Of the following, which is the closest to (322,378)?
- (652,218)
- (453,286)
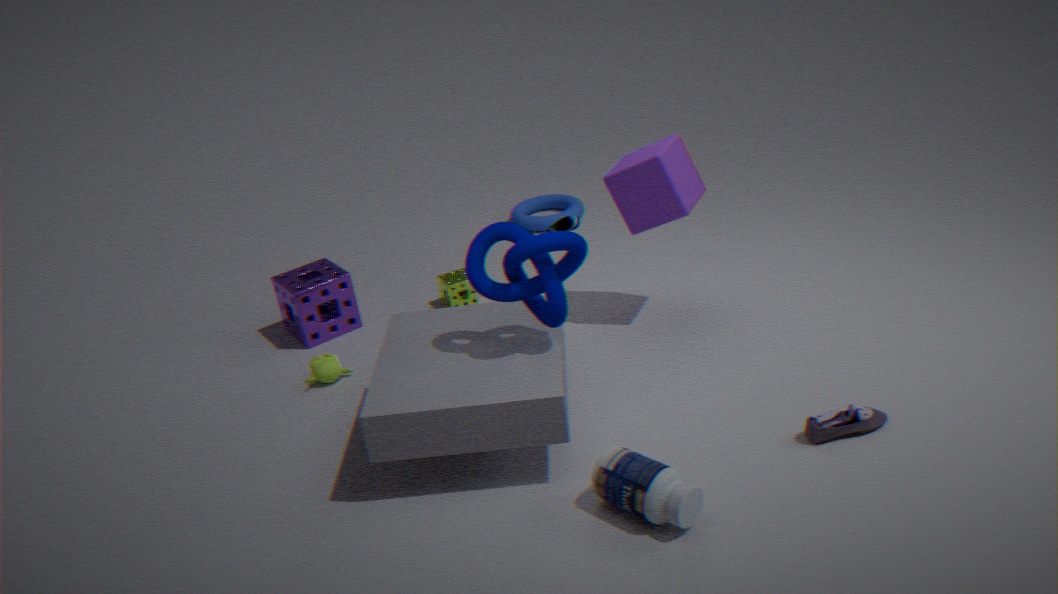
(453,286)
